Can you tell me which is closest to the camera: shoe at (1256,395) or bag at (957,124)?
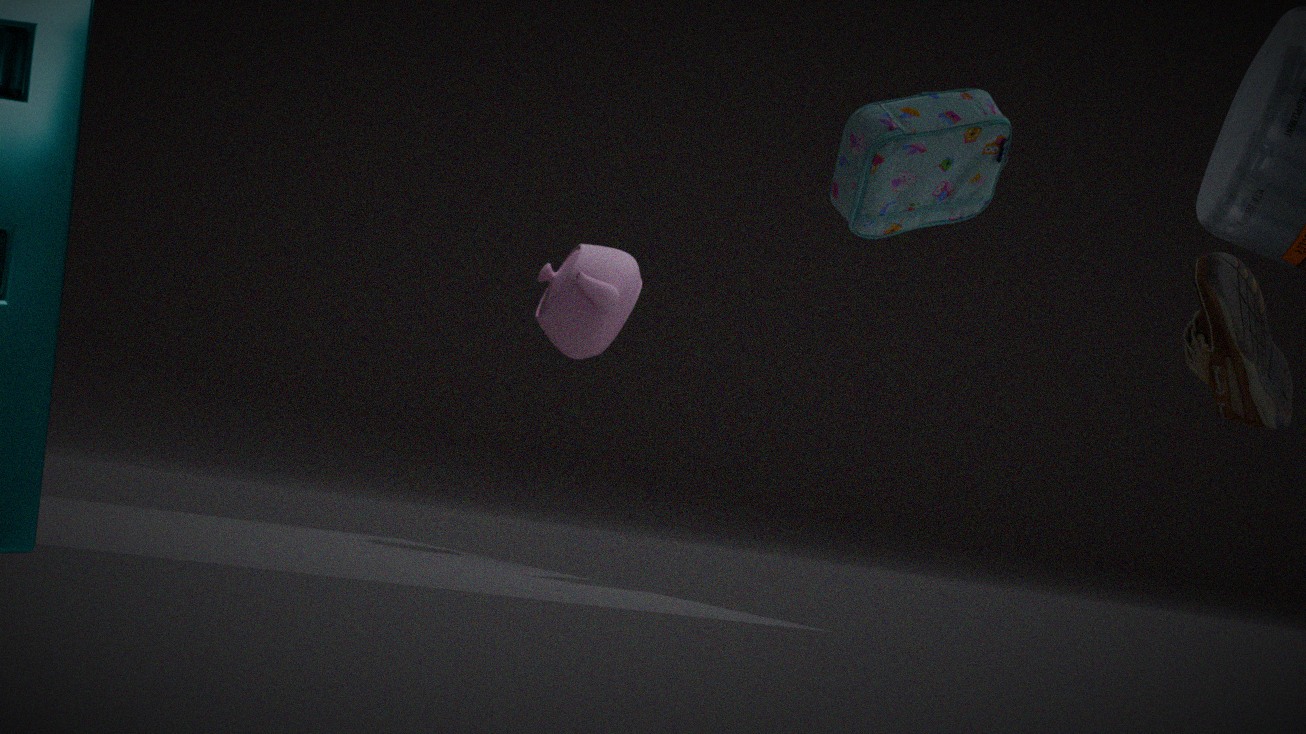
shoe at (1256,395)
